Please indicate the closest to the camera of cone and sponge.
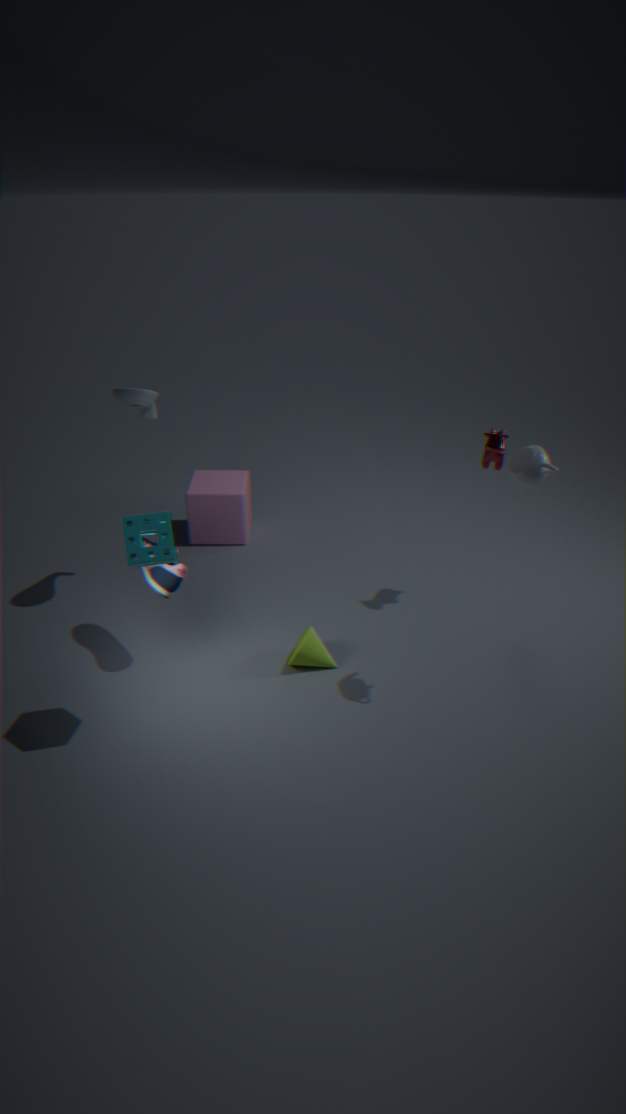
sponge
